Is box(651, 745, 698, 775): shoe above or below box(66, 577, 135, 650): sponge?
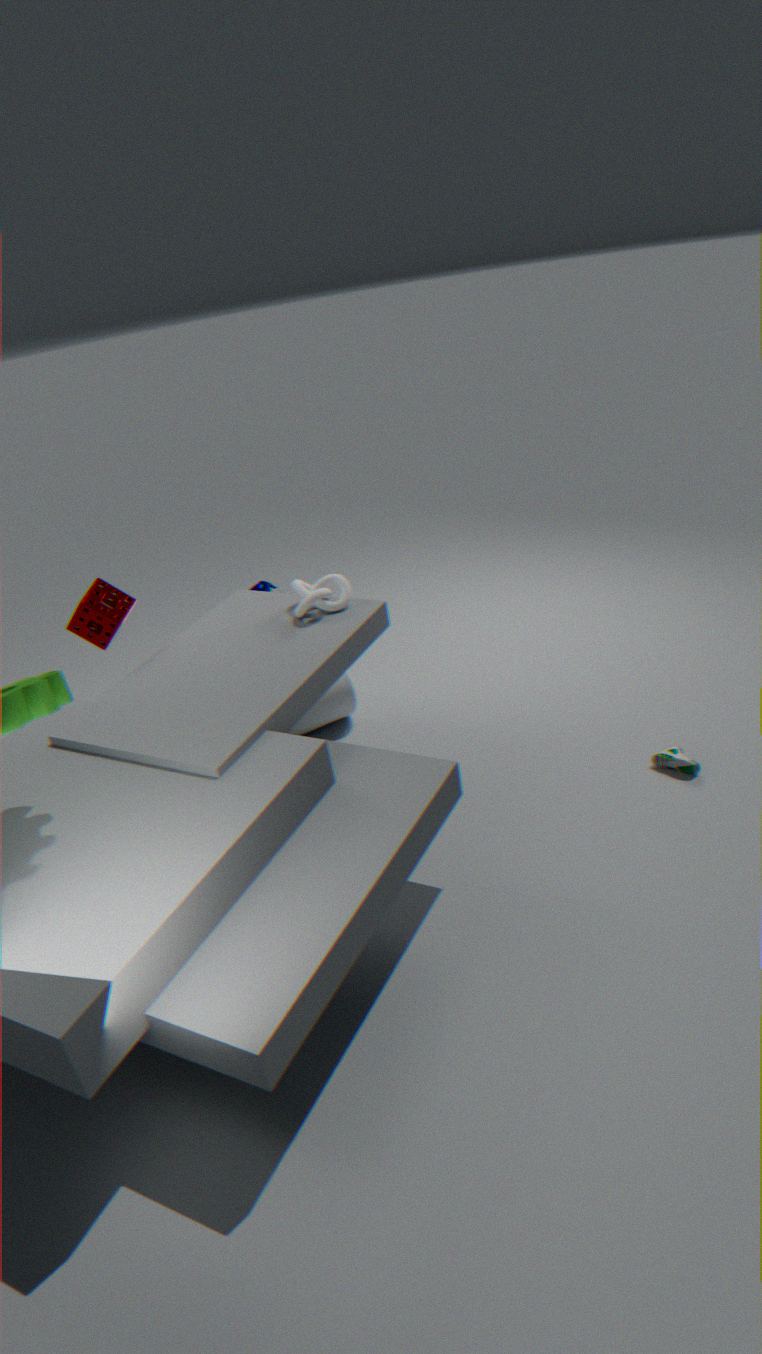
below
